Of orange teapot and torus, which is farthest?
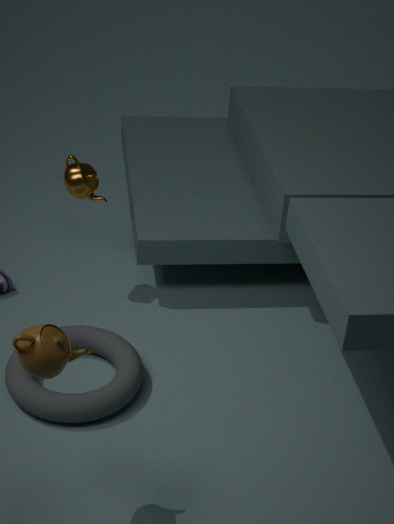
orange teapot
